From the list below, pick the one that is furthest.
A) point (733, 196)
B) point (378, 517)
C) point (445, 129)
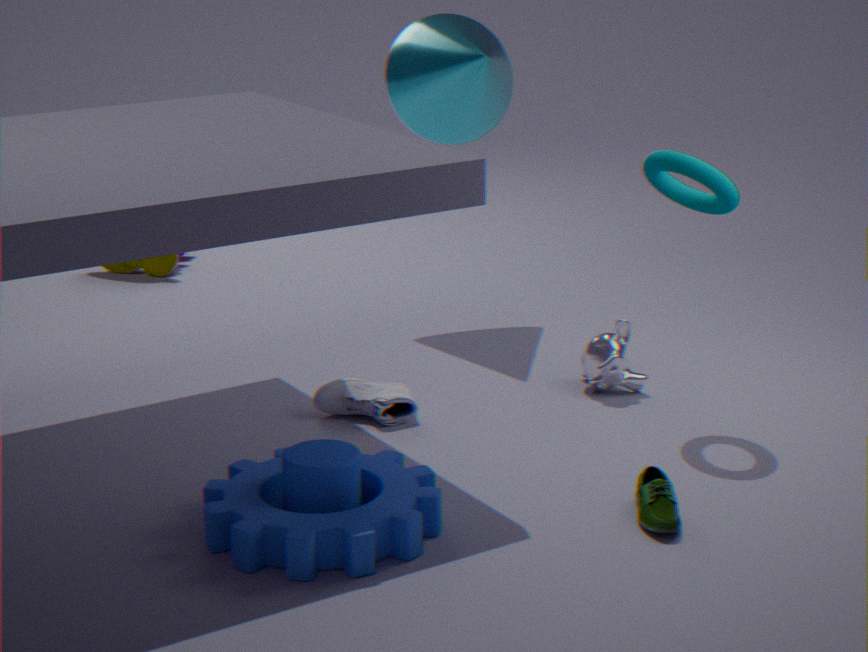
point (445, 129)
